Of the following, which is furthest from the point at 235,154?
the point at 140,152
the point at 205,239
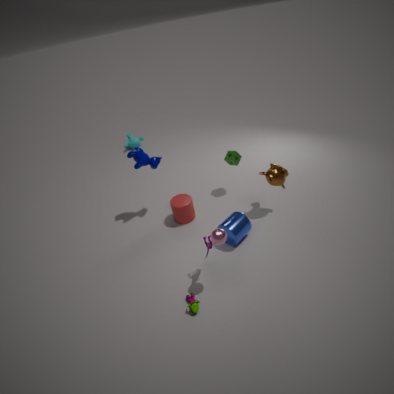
the point at 205,239
